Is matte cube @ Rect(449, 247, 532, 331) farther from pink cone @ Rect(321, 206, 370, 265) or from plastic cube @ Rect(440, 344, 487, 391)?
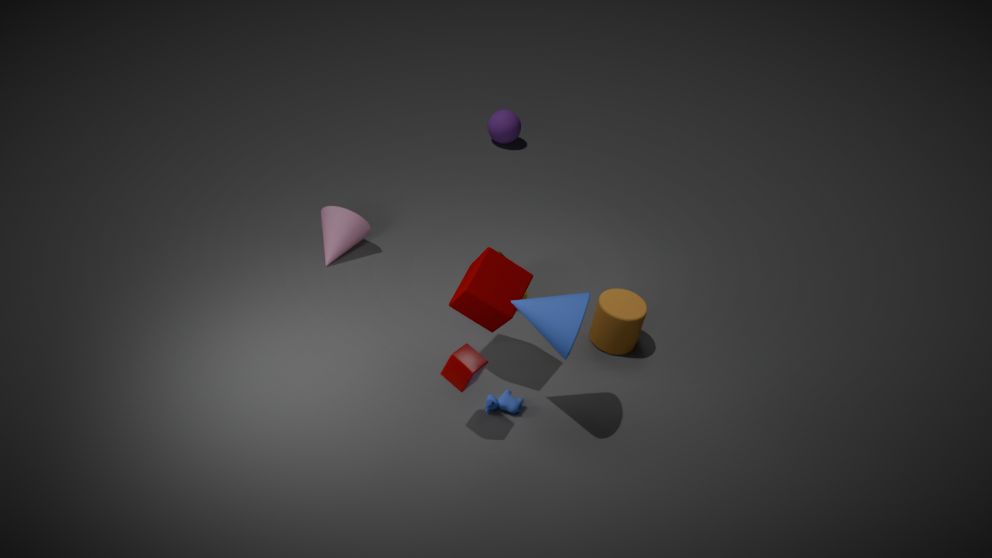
pink cone @ Rect(321, 206, 370, 265)
